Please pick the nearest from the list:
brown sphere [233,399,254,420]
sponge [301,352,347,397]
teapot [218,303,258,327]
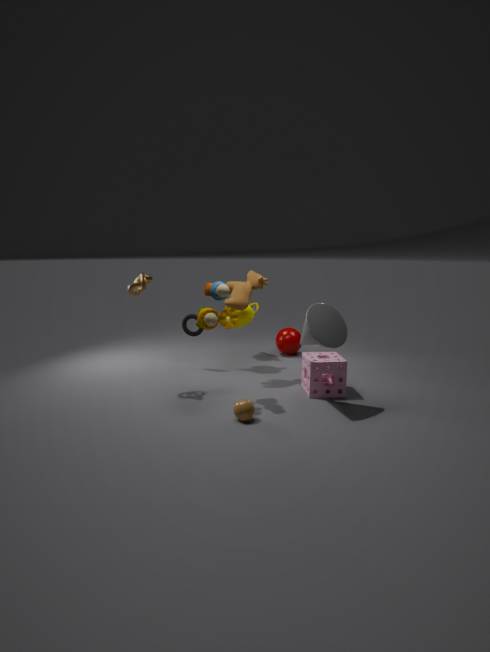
brown sphere [233,399,254,420]
